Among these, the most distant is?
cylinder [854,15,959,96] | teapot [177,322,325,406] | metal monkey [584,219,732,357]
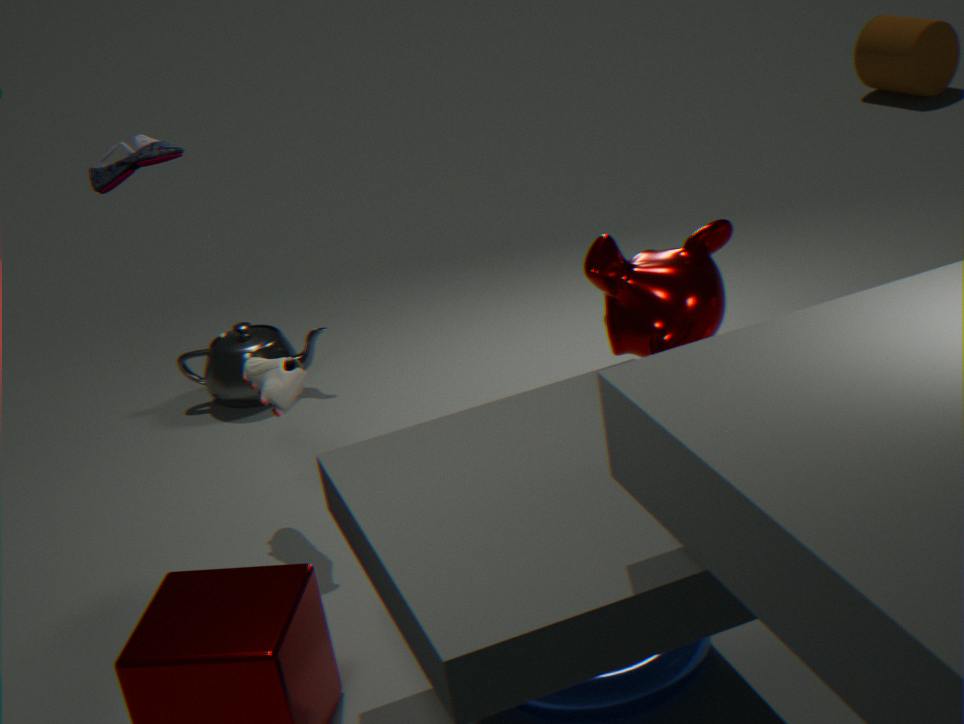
cylinder [854,15,959,96]
